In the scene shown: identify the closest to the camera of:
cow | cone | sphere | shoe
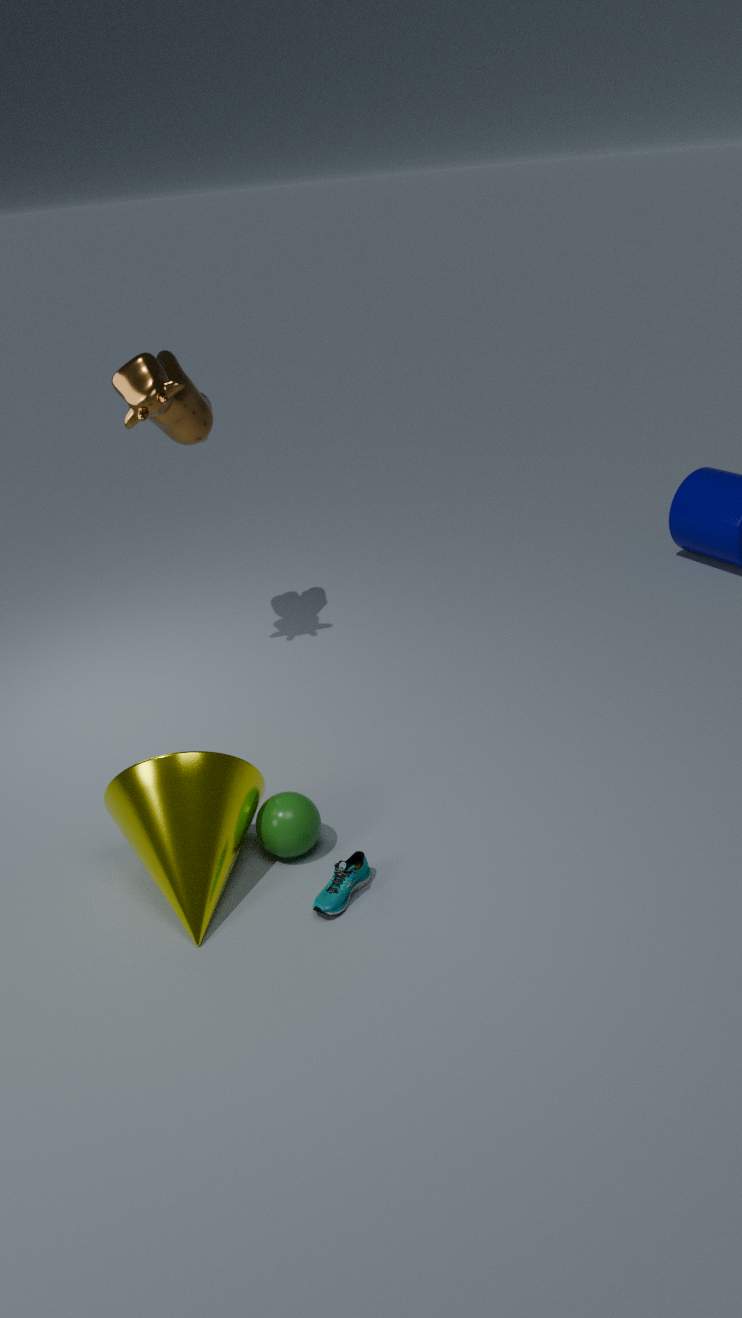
cone
